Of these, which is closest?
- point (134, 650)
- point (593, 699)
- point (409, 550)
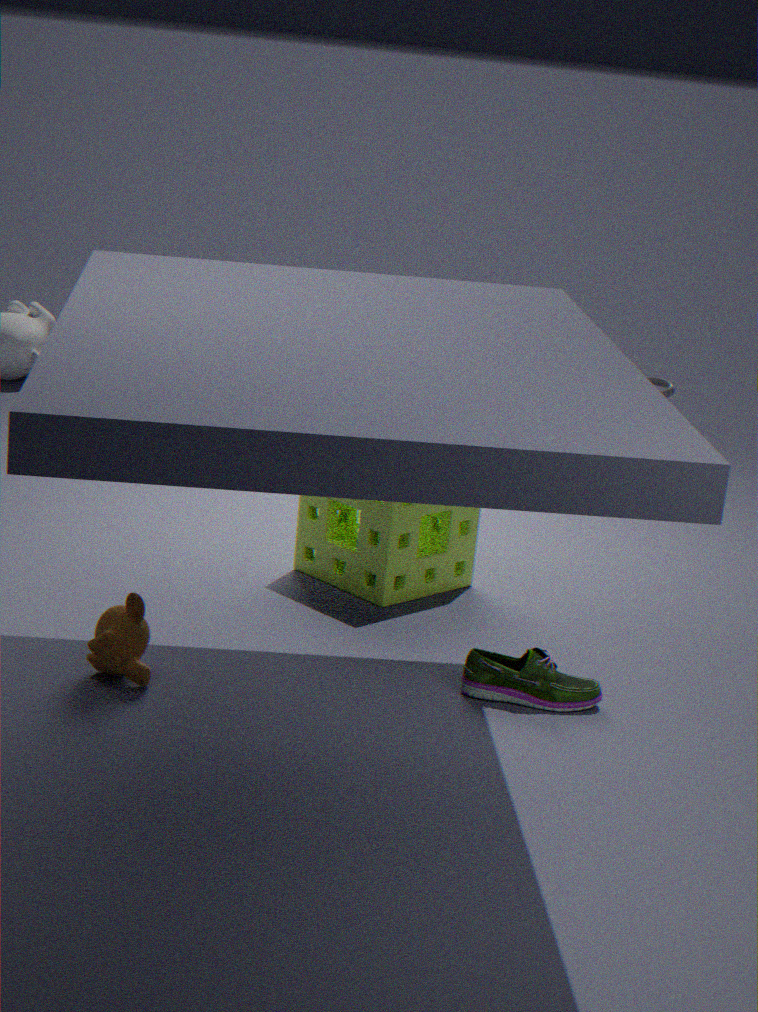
point (134, 650)
